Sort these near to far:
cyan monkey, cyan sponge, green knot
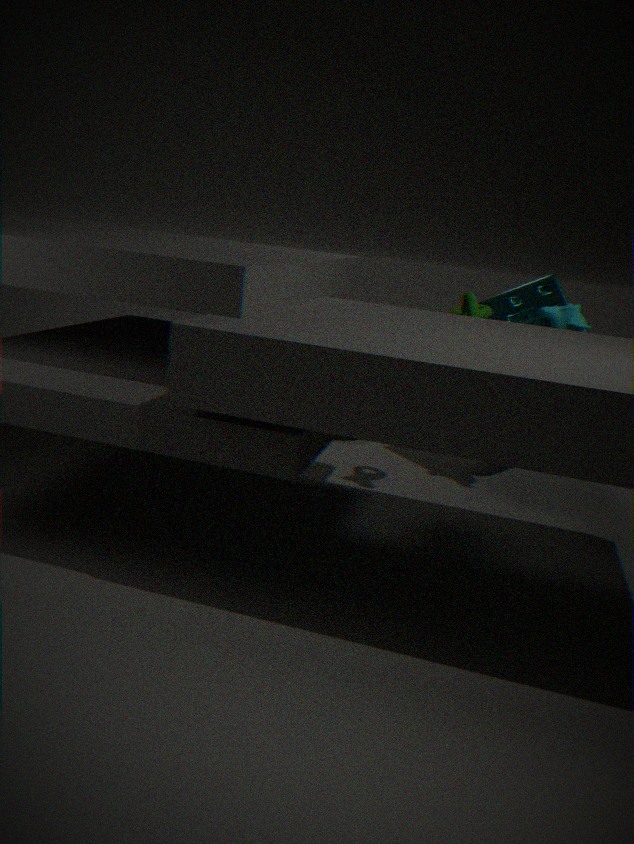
green knot, cyan monkey, cyan sponge
